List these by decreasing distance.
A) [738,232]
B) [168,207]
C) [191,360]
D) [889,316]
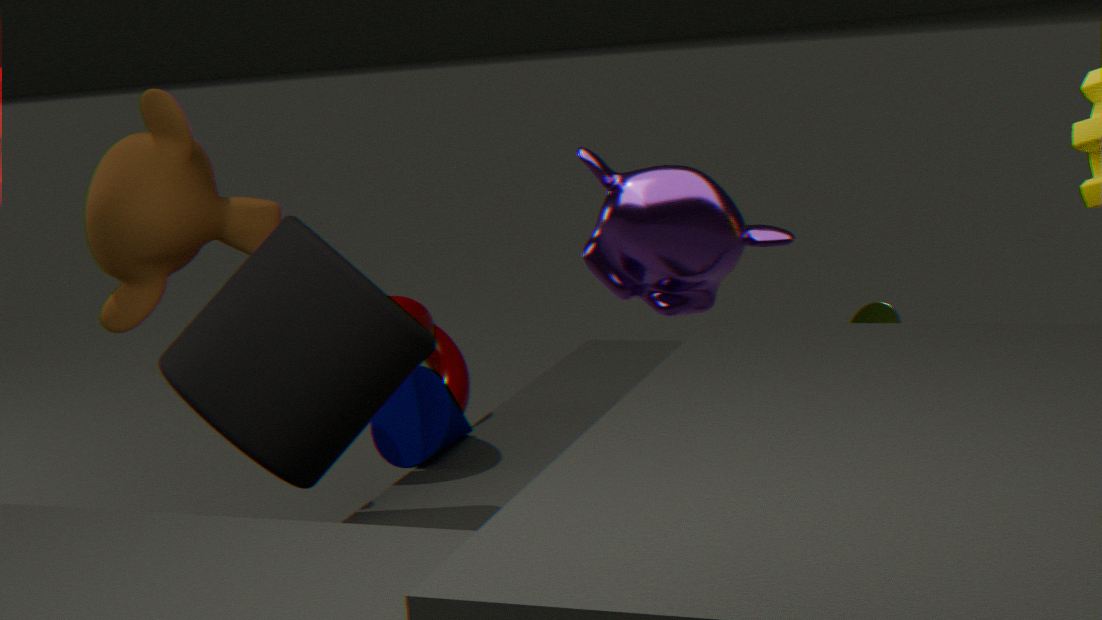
[889,316]
[168,207]
[191,360]
[738,232]
